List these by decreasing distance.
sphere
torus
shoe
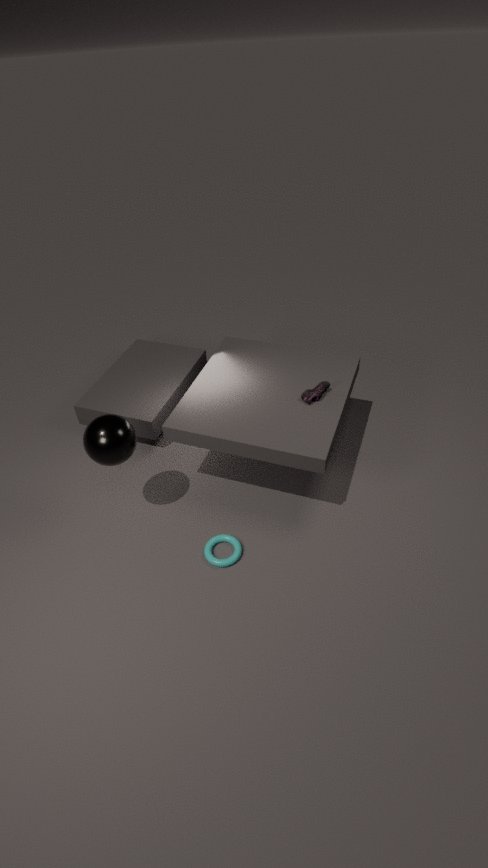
1. shoe
2. torus
3. sphere
